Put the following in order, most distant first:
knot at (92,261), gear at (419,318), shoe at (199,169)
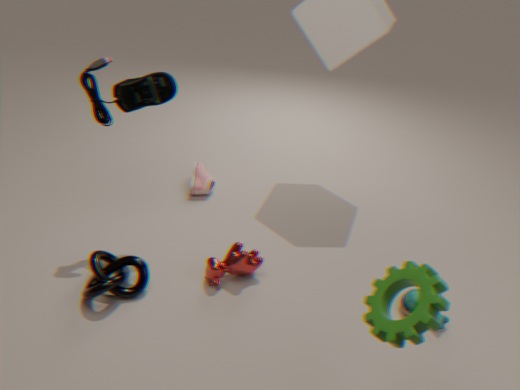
shoe at (199,169) < knot at (92,261) < gear at (419,318)
